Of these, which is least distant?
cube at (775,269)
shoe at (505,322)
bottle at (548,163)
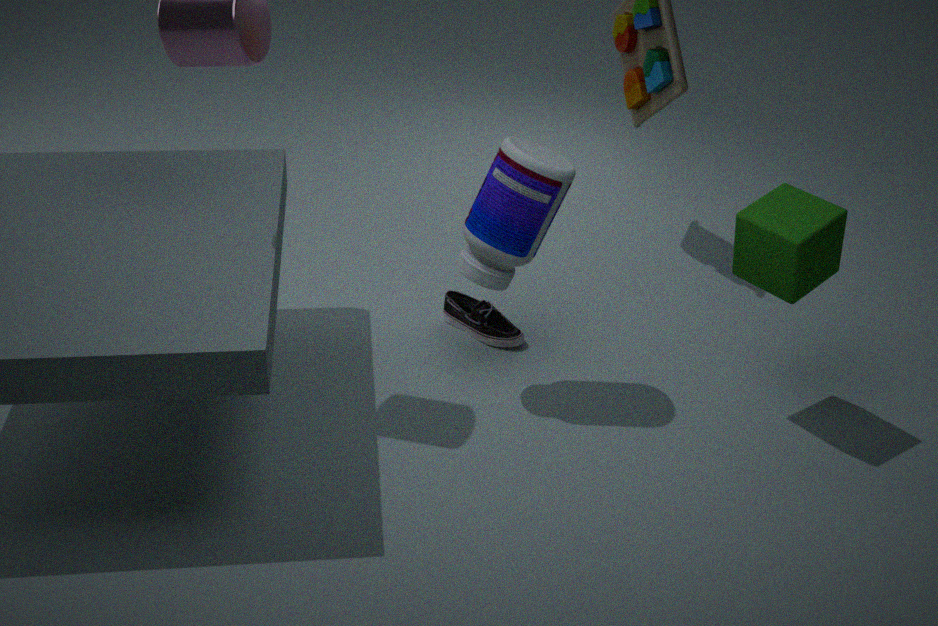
cube at (775,269)
